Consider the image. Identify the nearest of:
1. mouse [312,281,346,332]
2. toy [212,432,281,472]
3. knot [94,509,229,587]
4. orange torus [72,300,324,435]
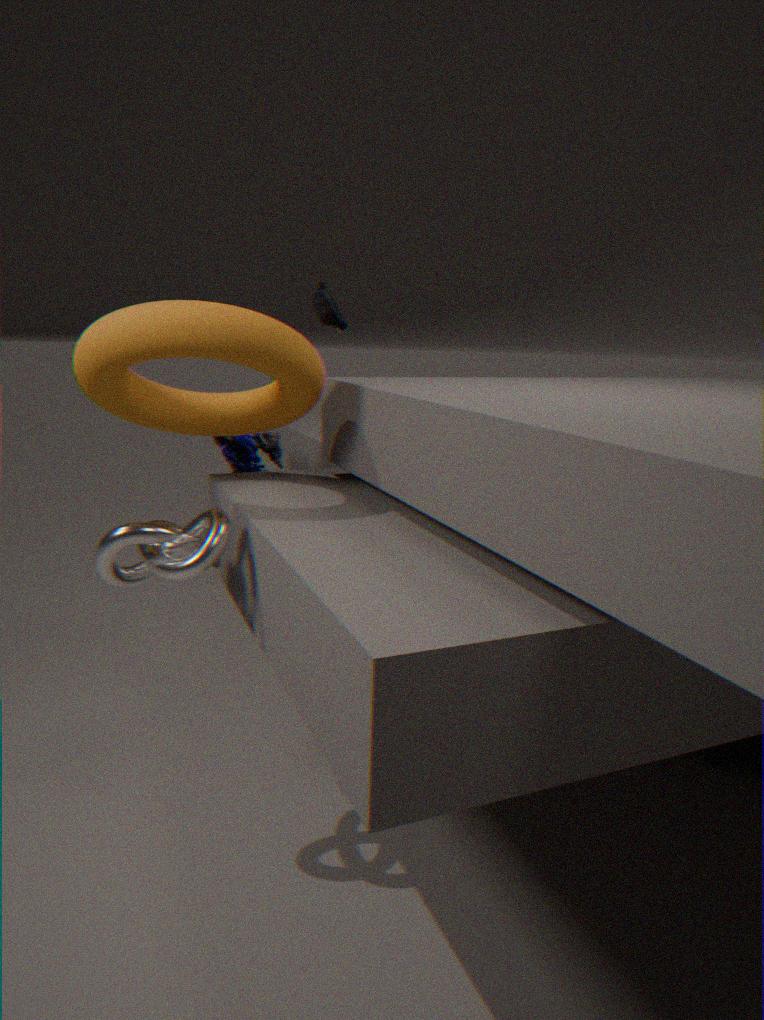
knot [94,509,229,587]
